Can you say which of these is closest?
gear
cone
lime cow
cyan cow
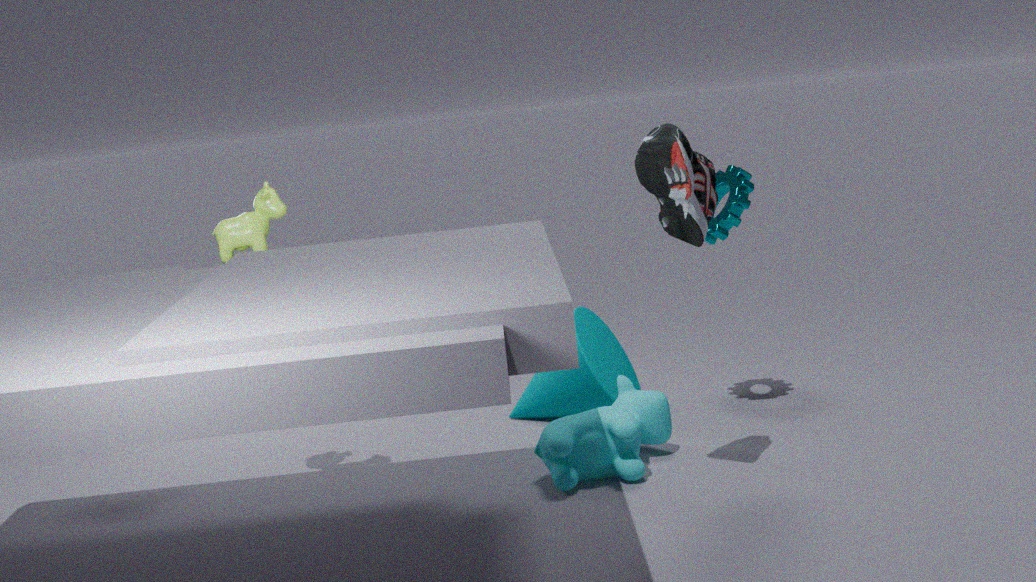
lime cow
